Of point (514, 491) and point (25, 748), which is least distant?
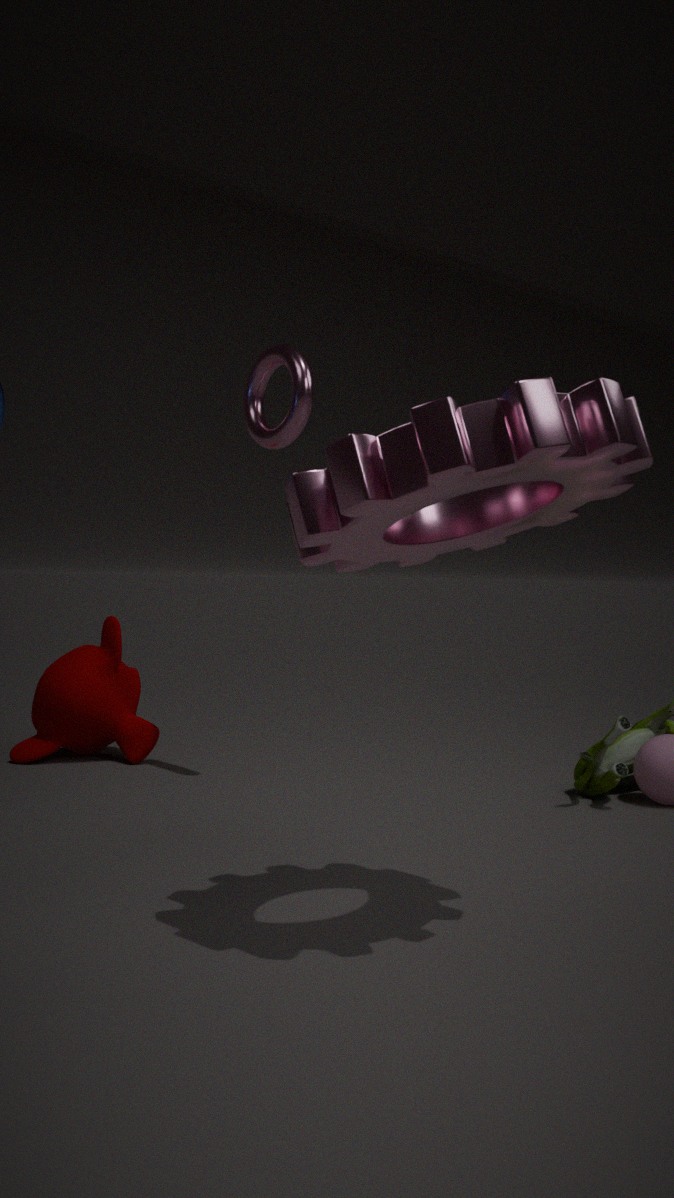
point (514, 491)
